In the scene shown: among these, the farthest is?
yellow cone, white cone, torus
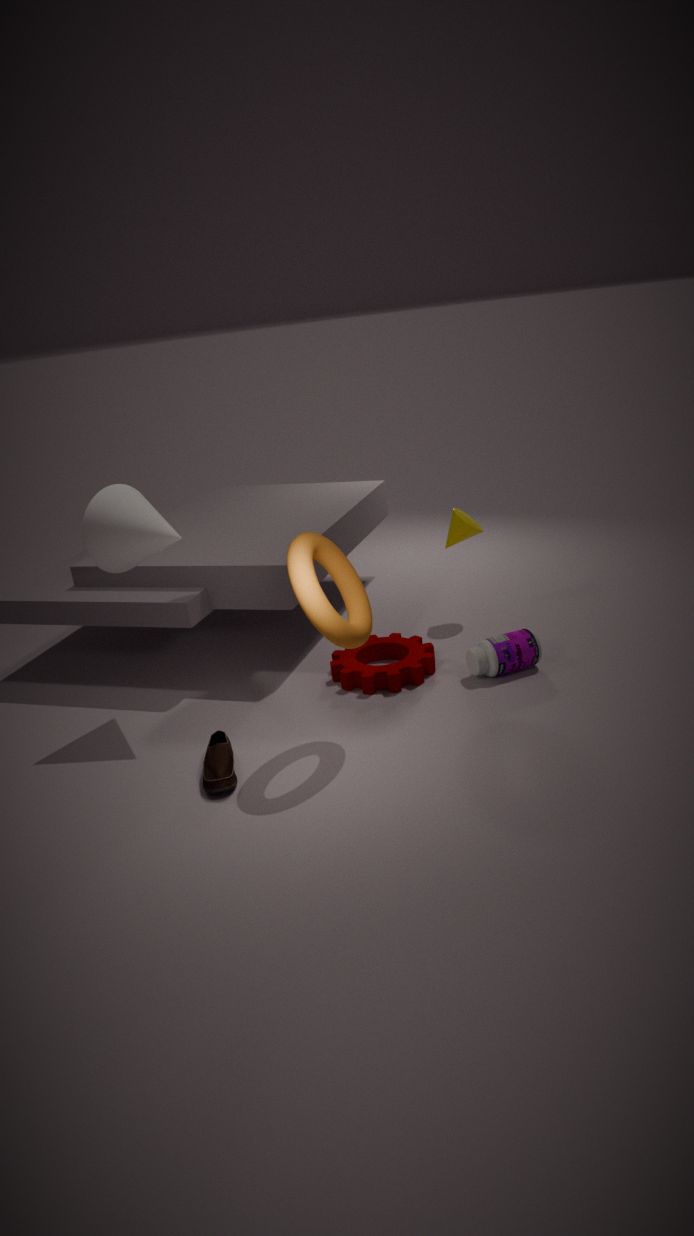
yellow cone
